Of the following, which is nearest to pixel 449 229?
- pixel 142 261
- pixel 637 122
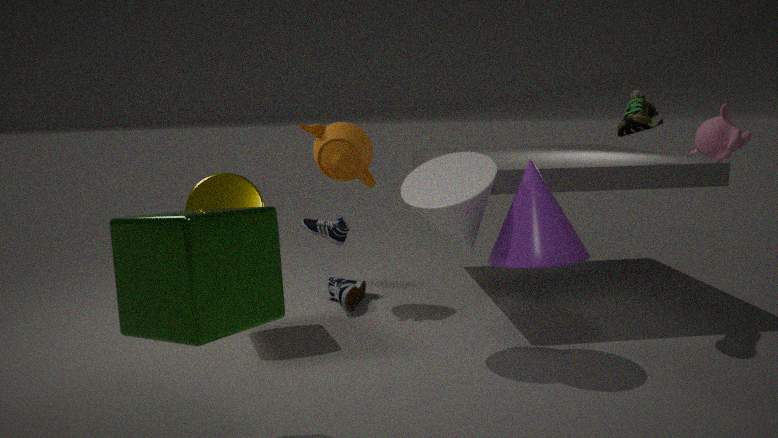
pixel 637 122
